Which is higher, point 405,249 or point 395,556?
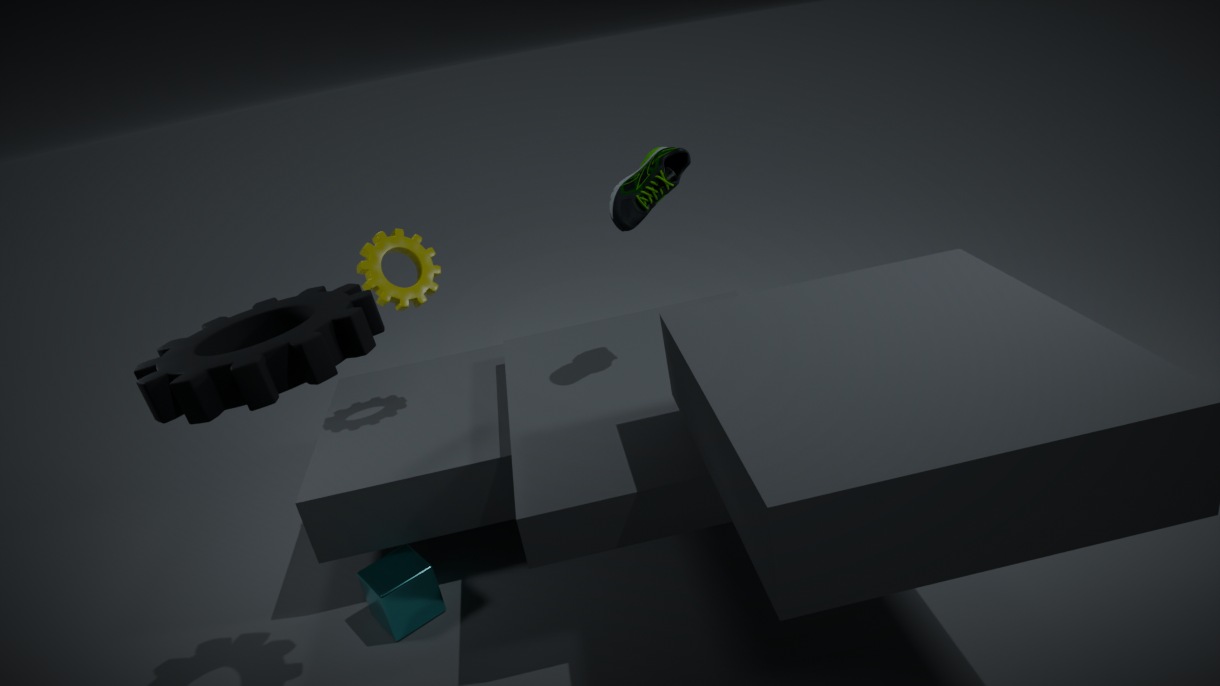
point 405,249
